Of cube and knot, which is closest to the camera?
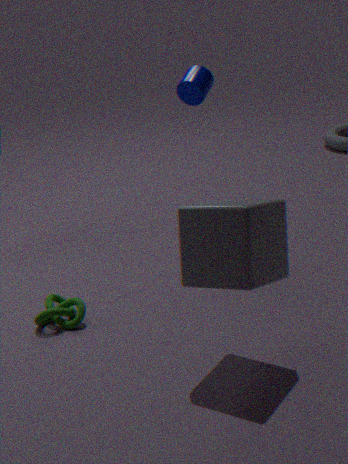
cube
